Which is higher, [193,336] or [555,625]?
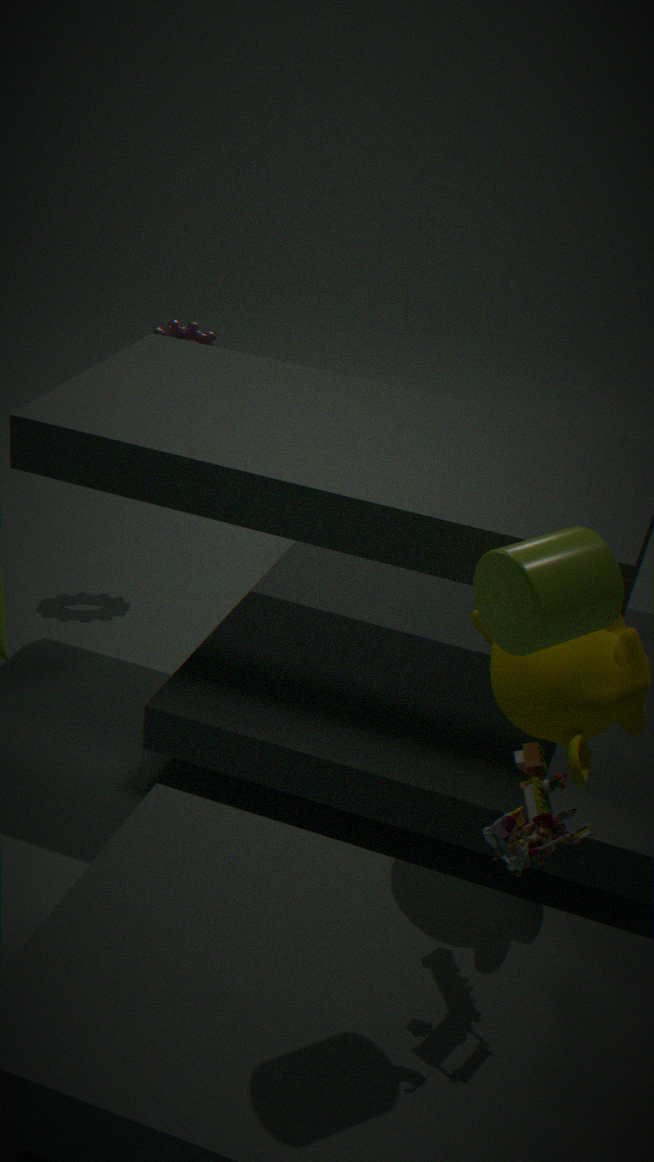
[555,625]
